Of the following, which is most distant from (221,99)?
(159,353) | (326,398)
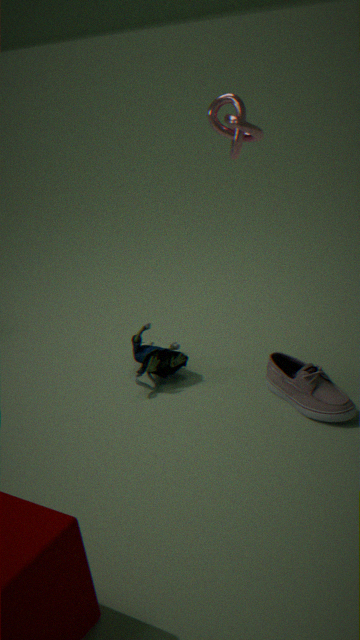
(326,398)
